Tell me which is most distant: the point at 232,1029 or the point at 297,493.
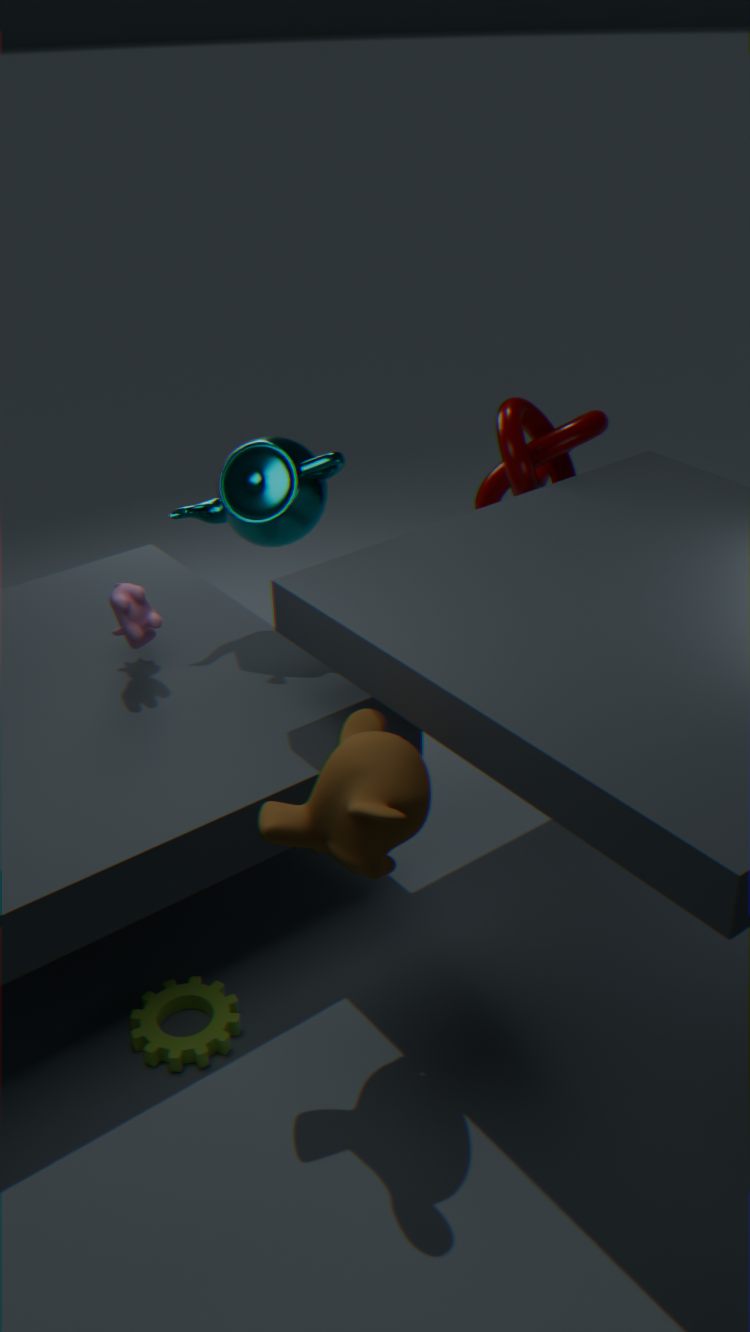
the point at 297,493
